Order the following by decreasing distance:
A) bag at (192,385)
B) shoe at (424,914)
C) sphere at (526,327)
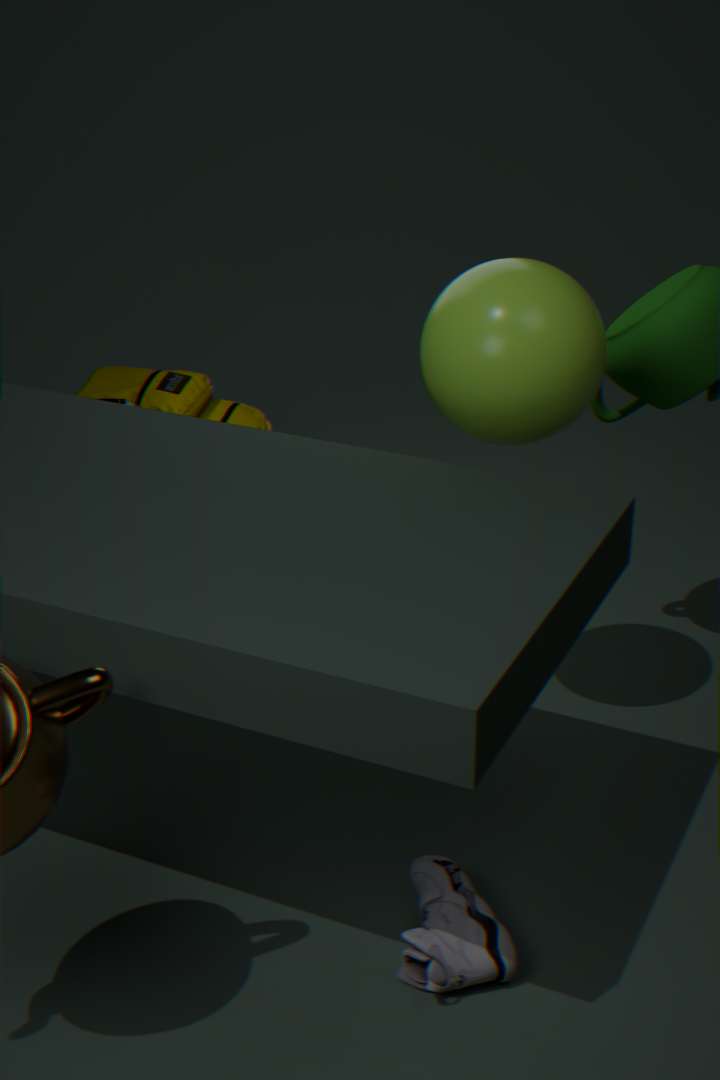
1. bag at (192,385)
2. sphere at (526,327)
3. shoe at (424,914)
